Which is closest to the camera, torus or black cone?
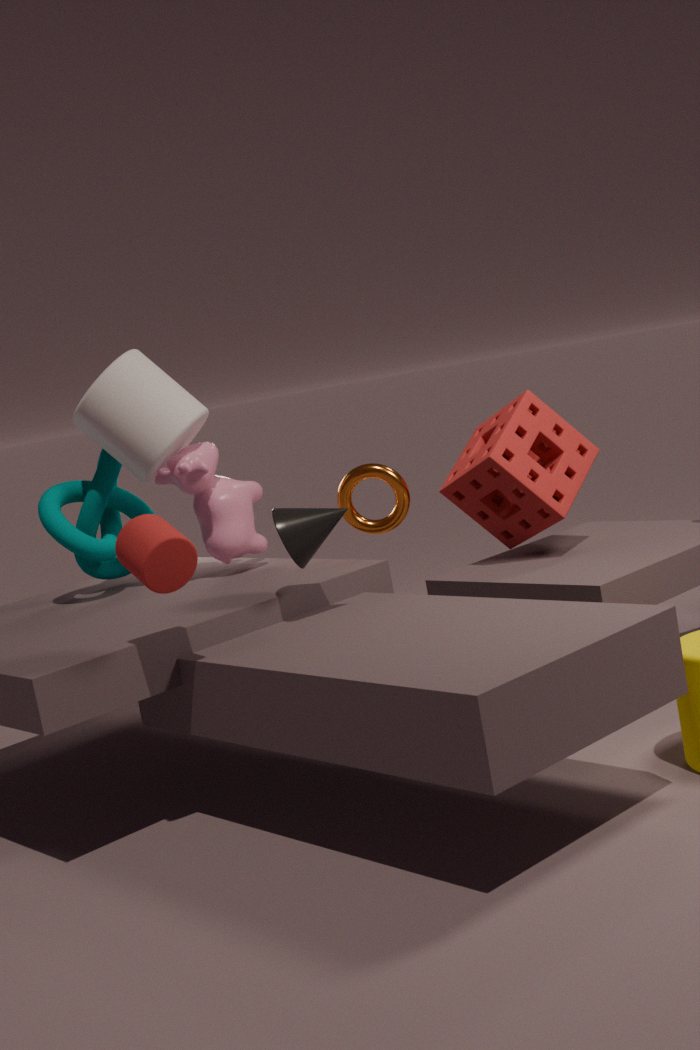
black cone
